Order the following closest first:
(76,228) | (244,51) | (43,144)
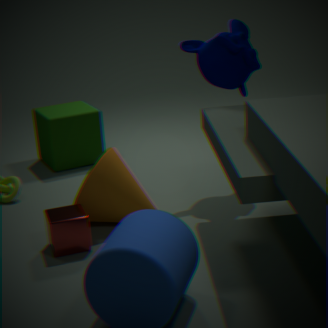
(76,228)
(244,51)
(43,144)
